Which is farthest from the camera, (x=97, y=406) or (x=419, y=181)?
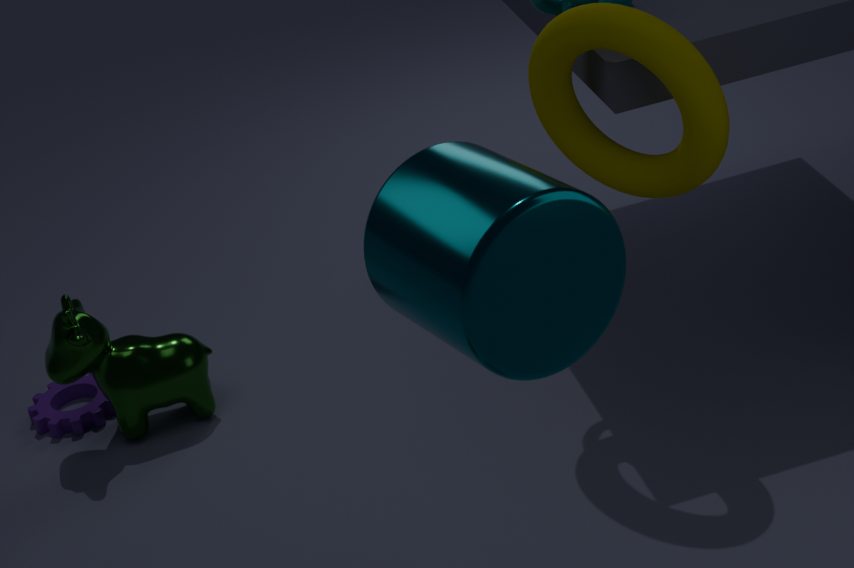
(x=97, y=406)
